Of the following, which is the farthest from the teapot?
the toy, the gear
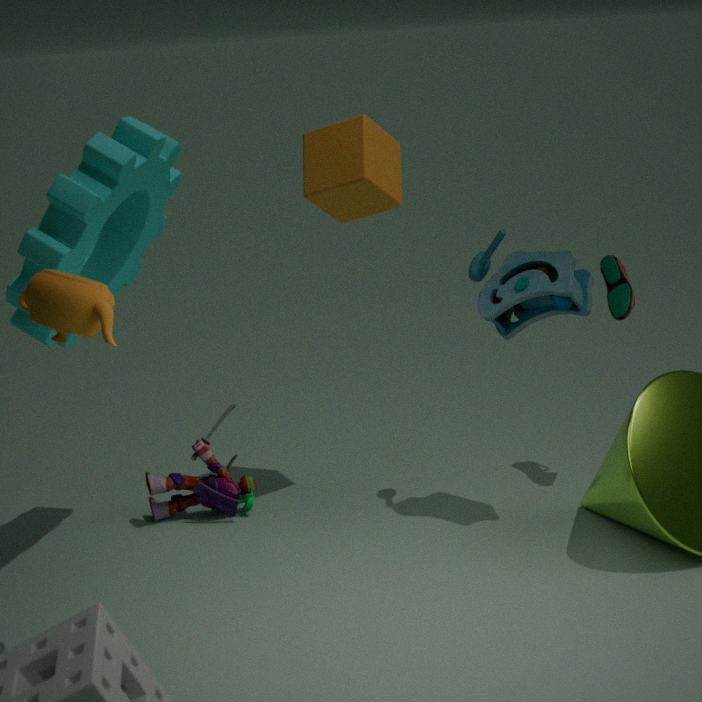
the toy
